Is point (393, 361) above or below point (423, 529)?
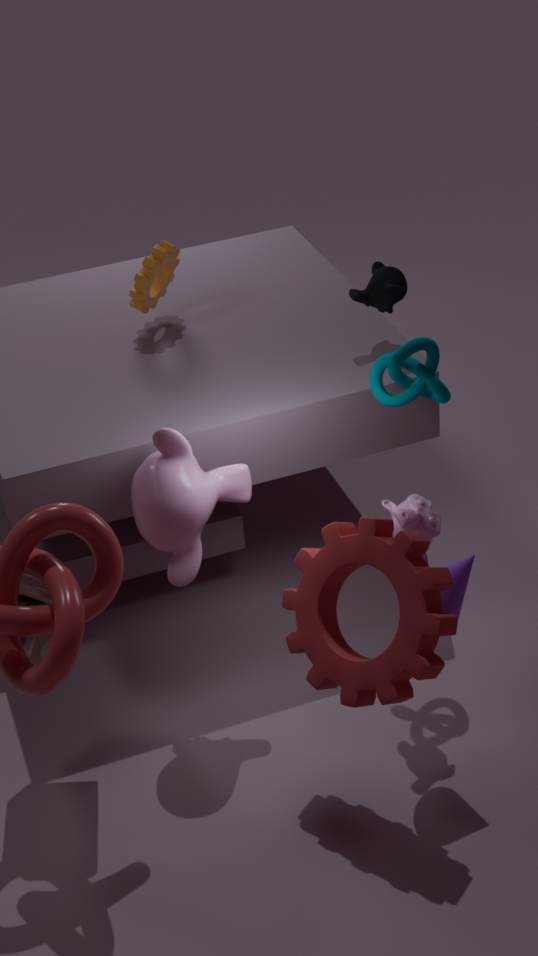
above
